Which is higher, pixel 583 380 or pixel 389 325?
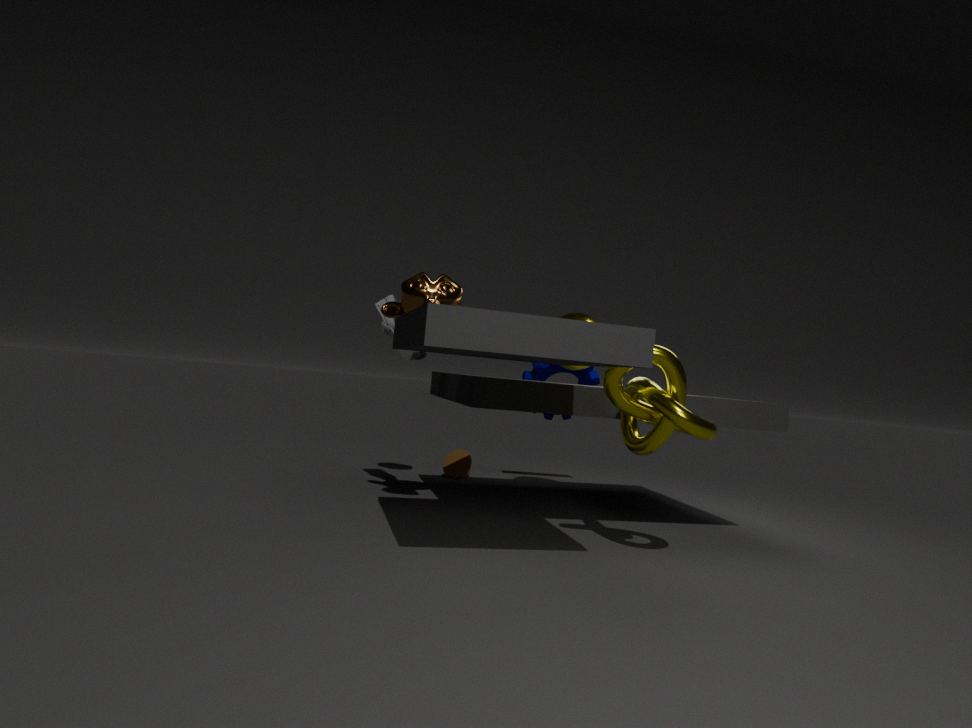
pixel 389 325
